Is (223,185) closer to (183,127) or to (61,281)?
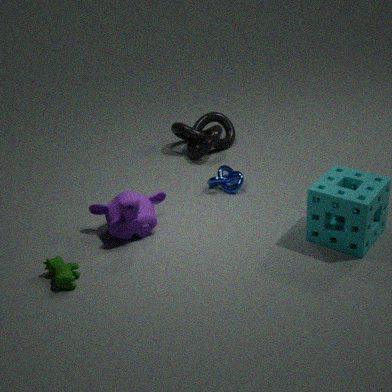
(183,127)
